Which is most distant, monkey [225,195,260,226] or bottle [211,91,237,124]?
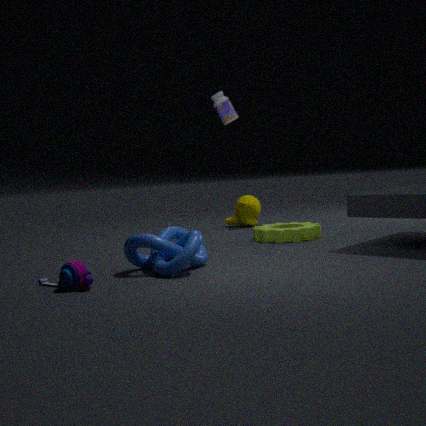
monkey [225,195,260,226]
